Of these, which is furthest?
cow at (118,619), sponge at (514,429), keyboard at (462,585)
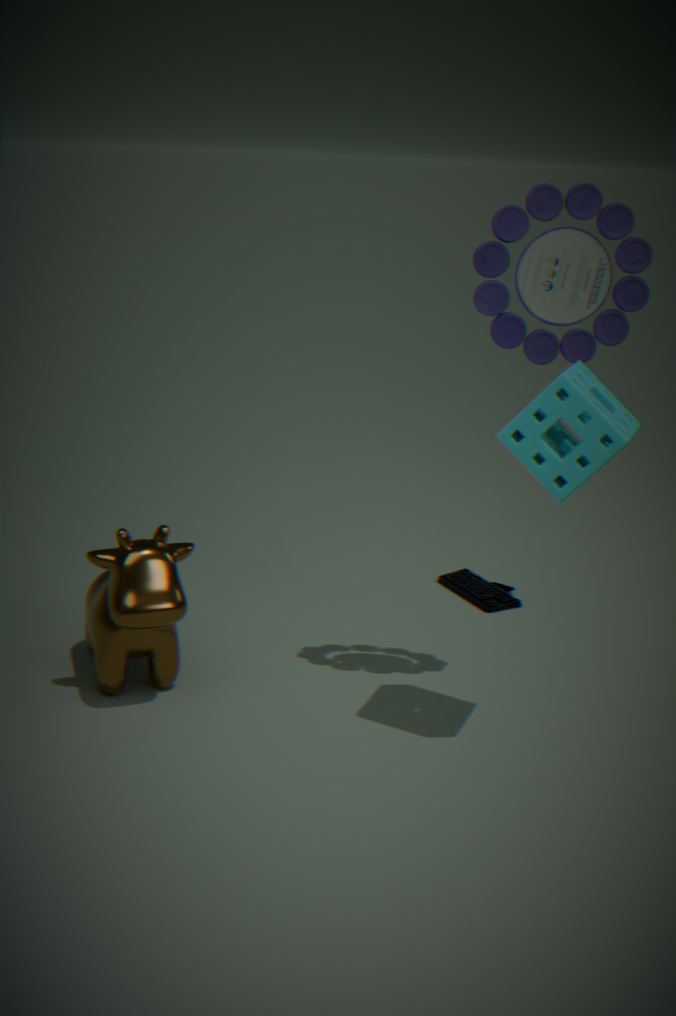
keyboard at (462,585)
